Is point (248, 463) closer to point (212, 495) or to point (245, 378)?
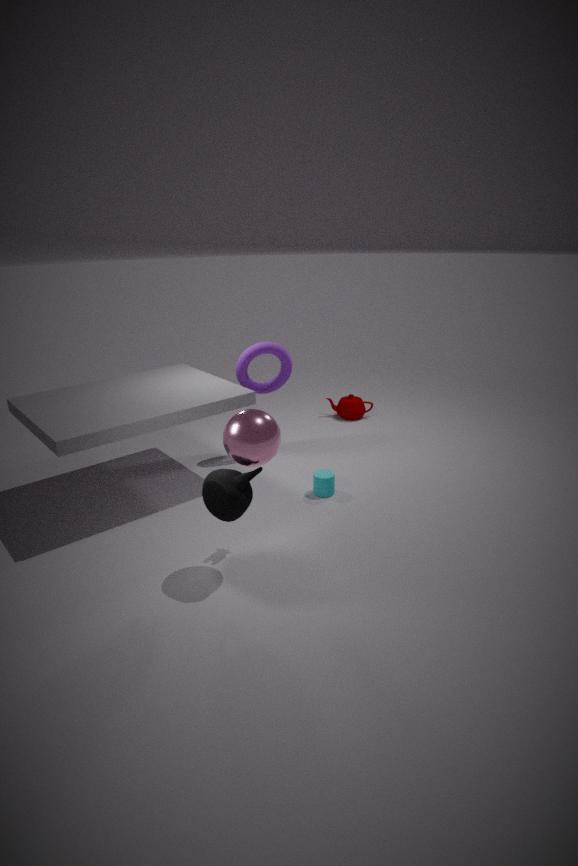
point (212, 495)
